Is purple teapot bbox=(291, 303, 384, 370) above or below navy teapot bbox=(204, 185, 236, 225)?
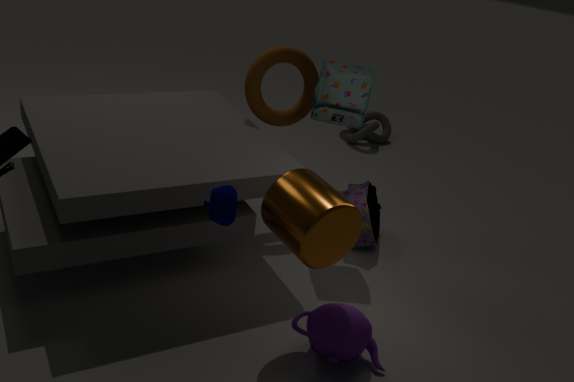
below
